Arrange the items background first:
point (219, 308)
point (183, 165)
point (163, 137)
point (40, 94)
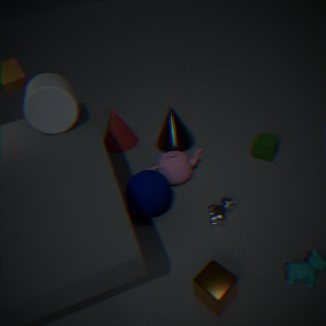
point (163, 137) < point (183, 165) < point (40, 94) < point (219, 308)
